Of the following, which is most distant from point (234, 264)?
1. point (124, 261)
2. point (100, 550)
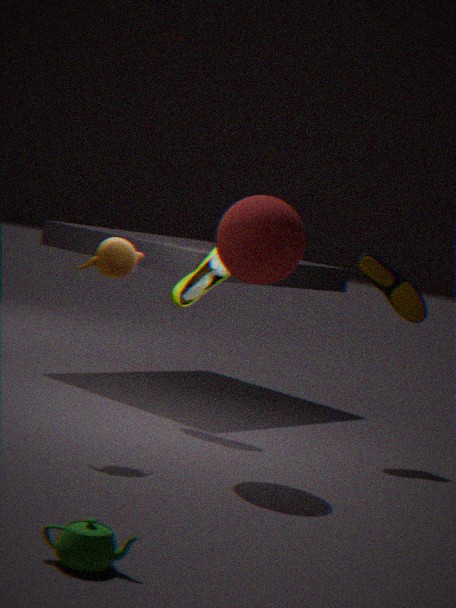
point (100, 550)
